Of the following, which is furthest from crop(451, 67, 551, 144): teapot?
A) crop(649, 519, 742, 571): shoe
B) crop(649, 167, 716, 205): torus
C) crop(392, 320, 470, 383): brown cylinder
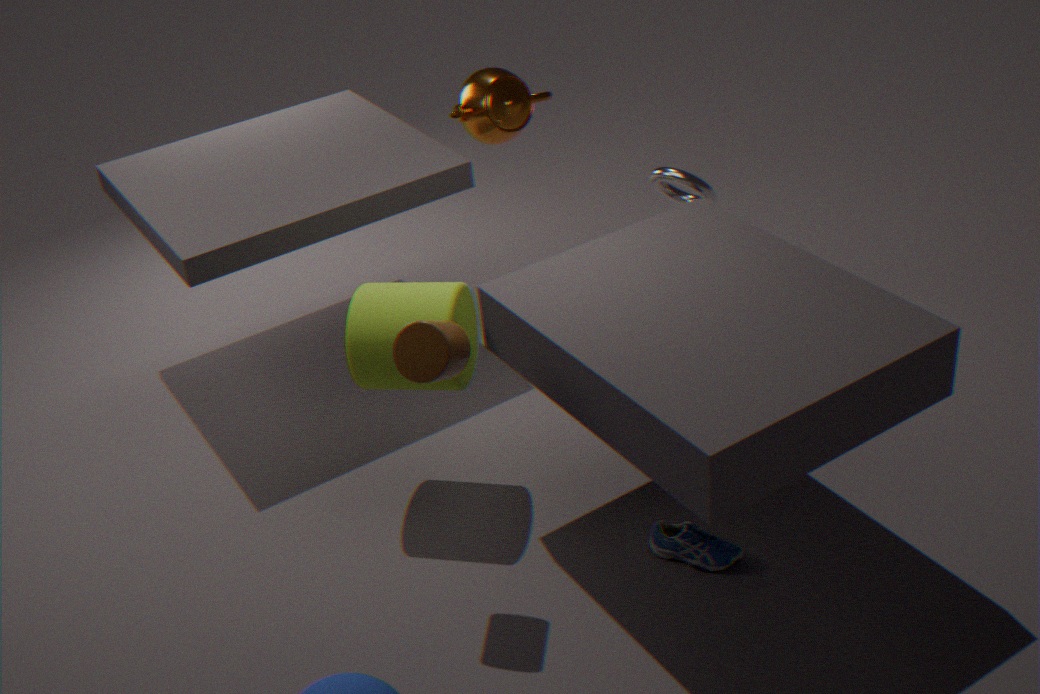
crop(649, 519, 742, 571): shoe
